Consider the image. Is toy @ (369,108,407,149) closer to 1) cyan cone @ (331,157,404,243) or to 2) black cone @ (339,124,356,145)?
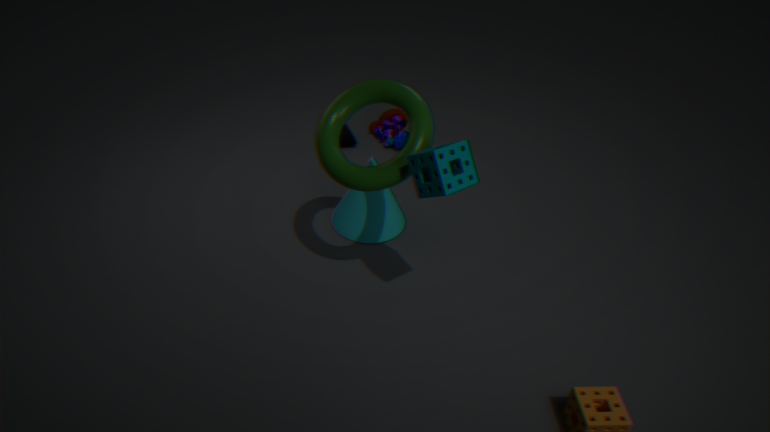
2) black cone @ (339,124,356,145)
